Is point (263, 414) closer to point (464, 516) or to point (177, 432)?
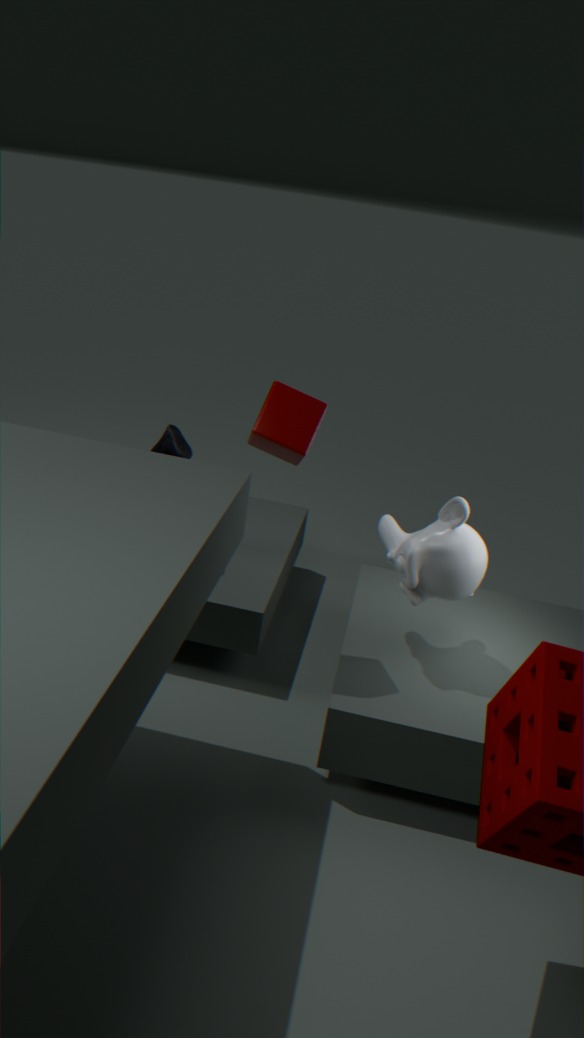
point (464, 516)
